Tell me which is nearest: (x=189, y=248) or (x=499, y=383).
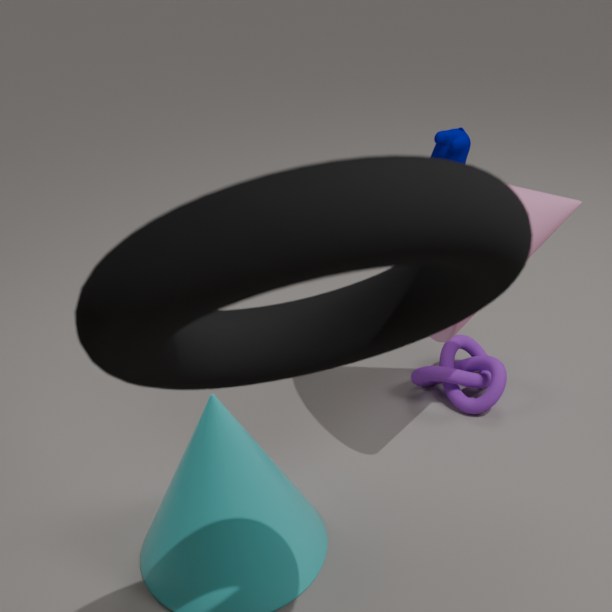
(x=189, y=248)
